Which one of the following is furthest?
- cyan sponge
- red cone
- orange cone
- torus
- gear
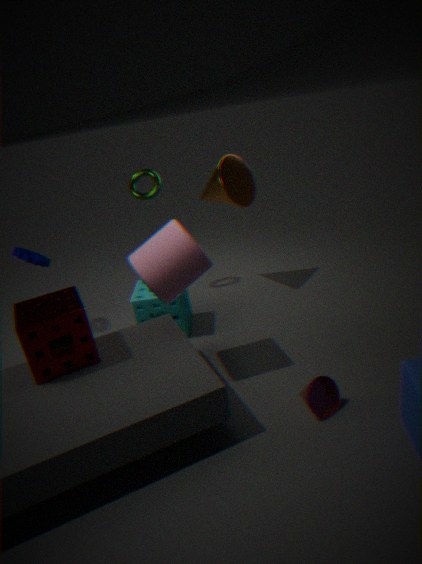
torus
